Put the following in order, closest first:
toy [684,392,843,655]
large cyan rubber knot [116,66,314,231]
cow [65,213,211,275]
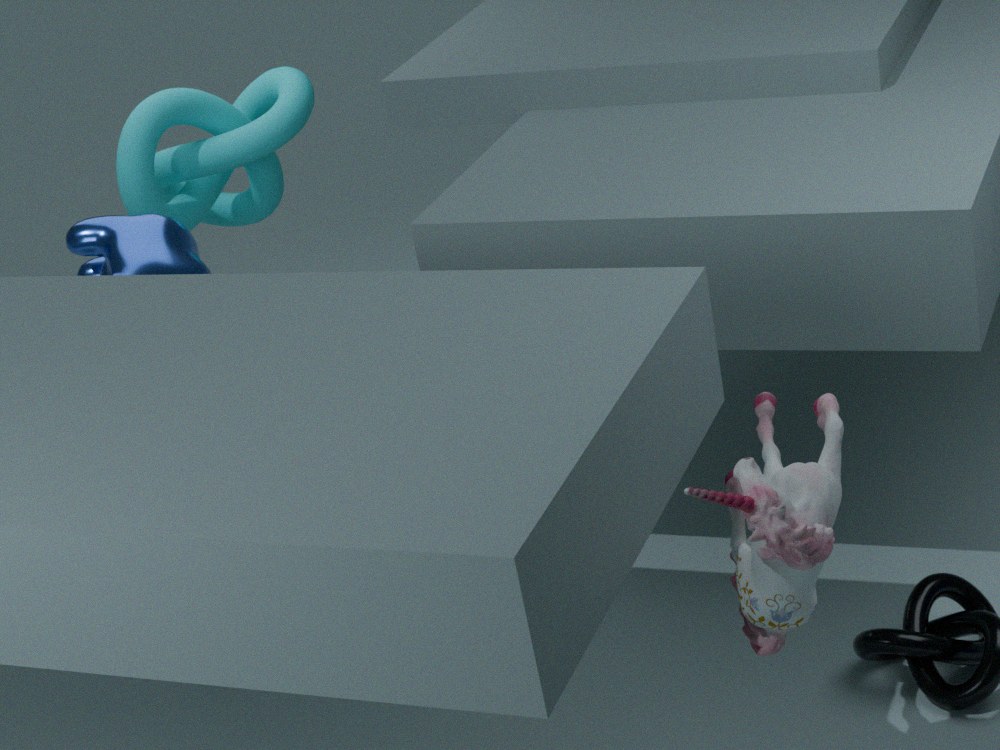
toy [684,392,843,655] < cow [65,213,211,275] < large cyan rubber knot [116,66,314,231]
